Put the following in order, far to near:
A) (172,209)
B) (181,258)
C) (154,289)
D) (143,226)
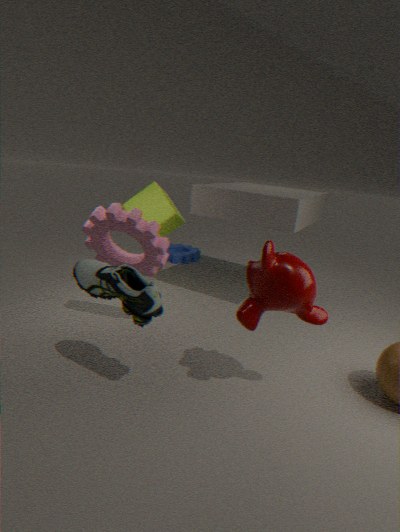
1. (181,258)
2. (172,209)
3. (143,226)
4. (154,289)
